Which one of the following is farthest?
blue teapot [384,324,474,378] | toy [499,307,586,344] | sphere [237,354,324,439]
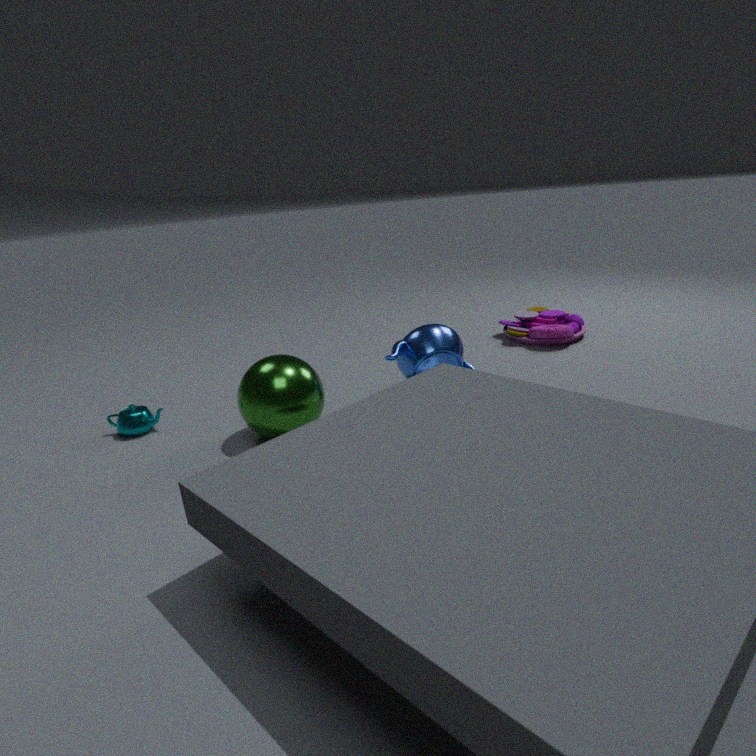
toy [499,307,586,344]
